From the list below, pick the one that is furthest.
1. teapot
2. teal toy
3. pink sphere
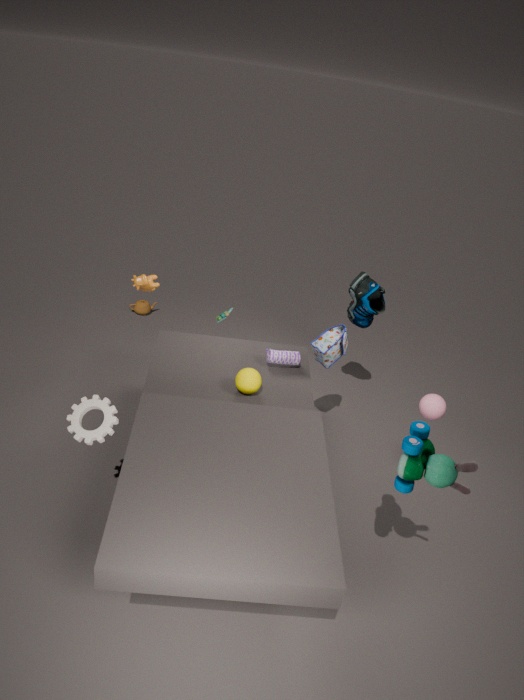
teapot
